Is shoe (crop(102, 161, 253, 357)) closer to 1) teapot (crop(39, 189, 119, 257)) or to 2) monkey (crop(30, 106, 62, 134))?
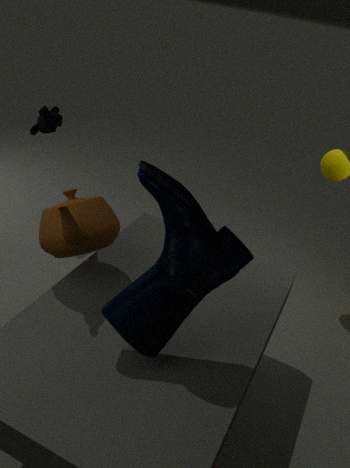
1) teapot (crop(39, 189, 119, 257))
